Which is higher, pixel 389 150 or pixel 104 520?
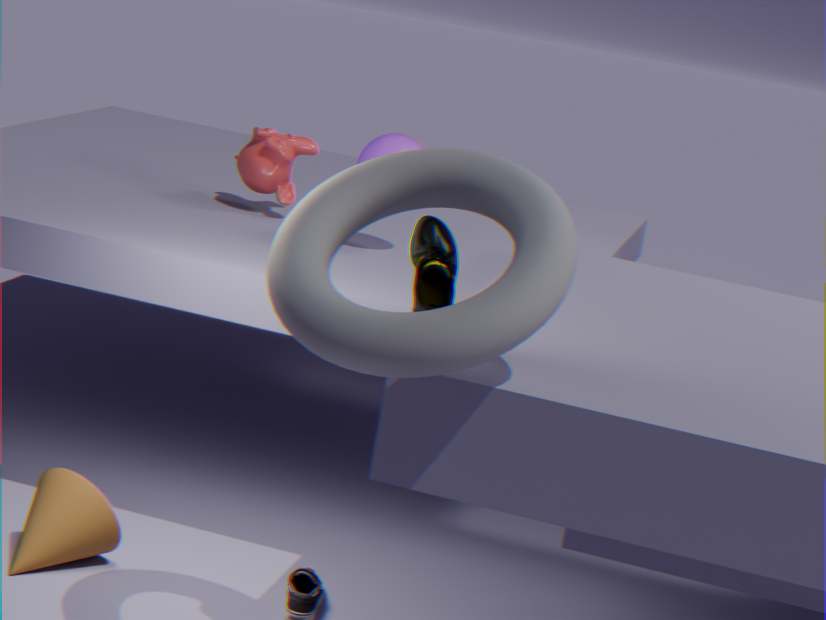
pixel 389 150
